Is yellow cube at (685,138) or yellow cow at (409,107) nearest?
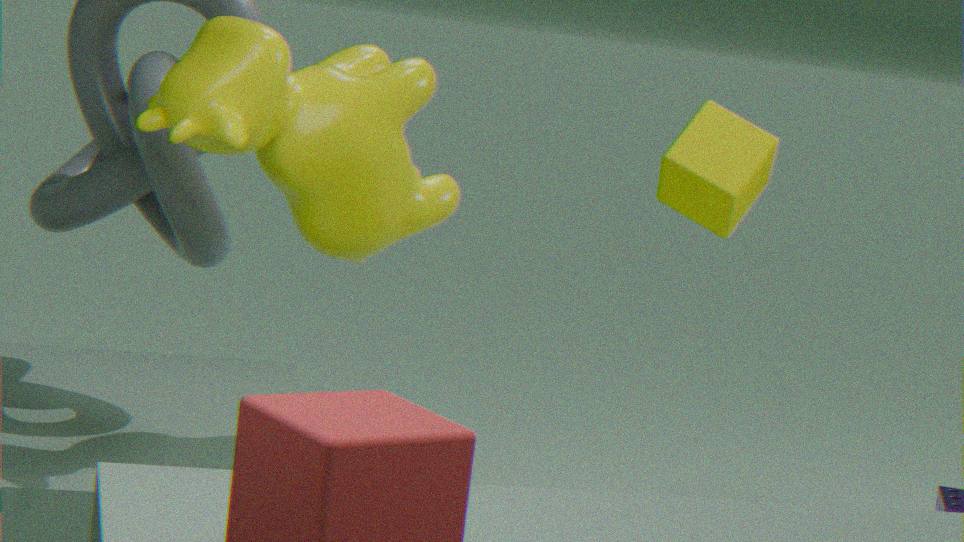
yellow cow at (409,107)
